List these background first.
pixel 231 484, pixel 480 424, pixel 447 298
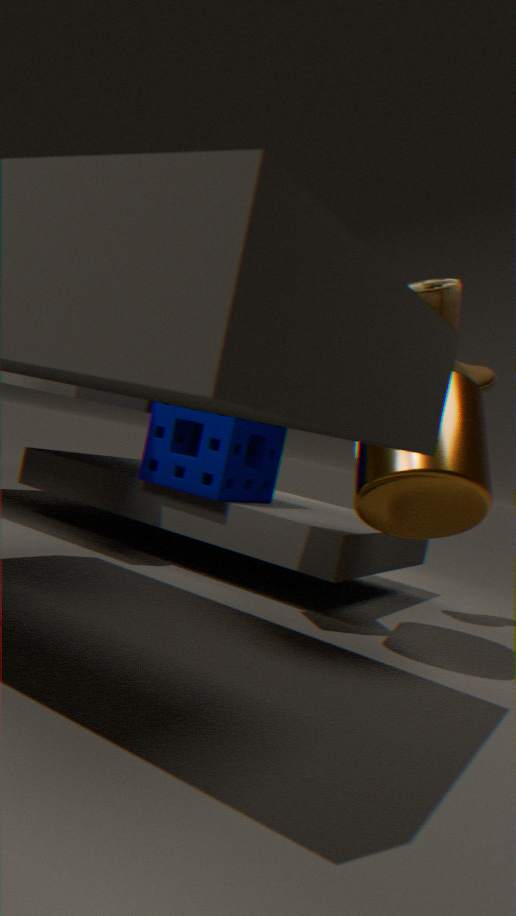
pixel 231 484
pixel 447 298
pixel 480 424
